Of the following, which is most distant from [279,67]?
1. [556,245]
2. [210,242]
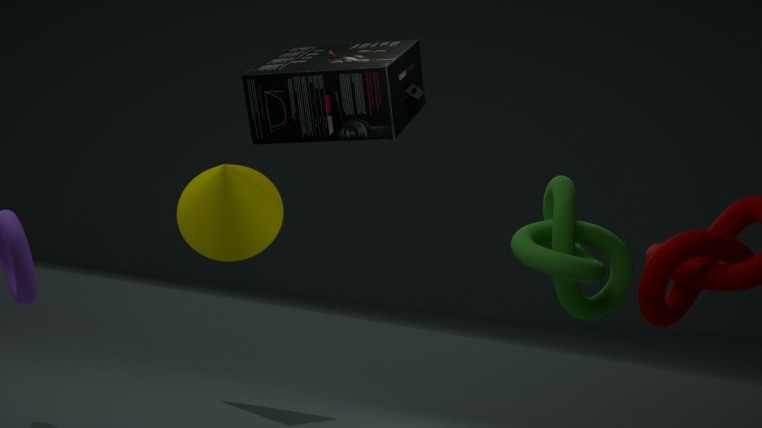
[210,242]
